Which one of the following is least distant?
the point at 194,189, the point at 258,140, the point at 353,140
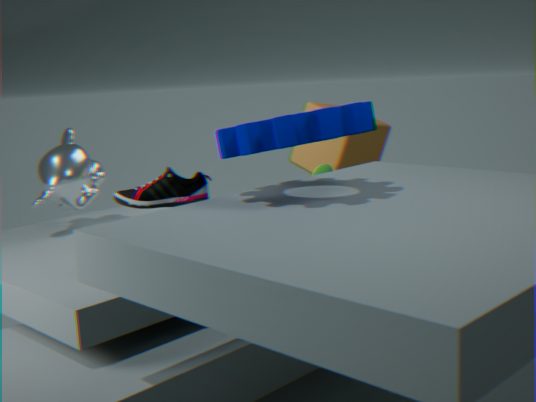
the point at 258,140
